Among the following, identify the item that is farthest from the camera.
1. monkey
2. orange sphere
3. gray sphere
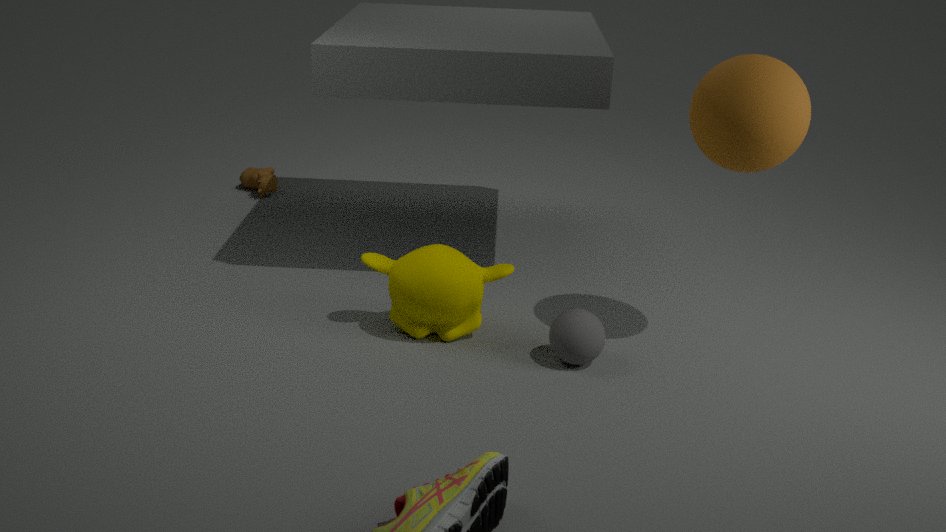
monkey
